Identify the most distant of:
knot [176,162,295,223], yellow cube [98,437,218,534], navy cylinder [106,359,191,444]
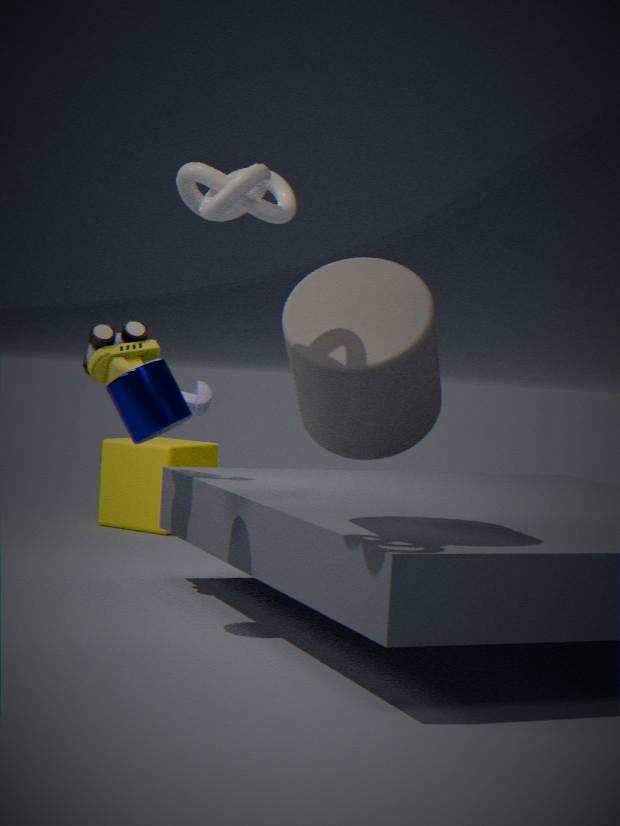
yellow cube [98,437,218,534]
